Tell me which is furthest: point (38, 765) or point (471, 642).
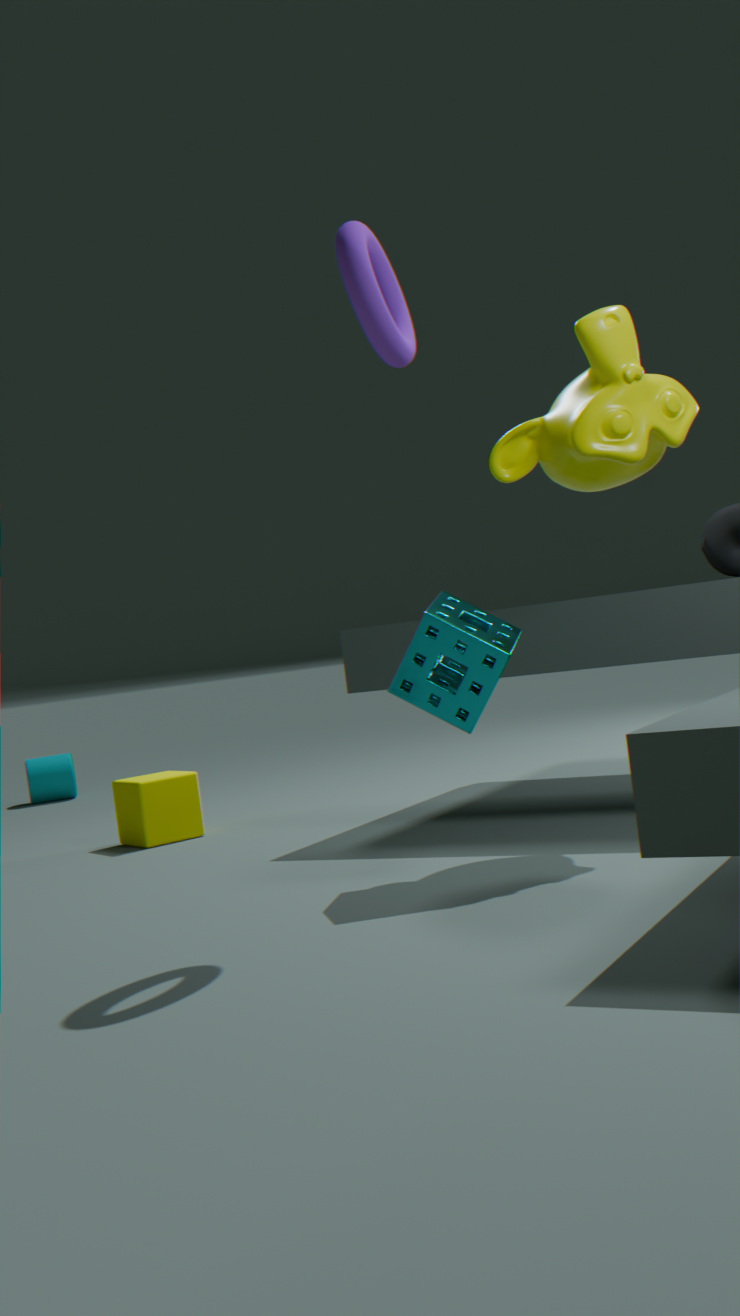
point (38, 765)
